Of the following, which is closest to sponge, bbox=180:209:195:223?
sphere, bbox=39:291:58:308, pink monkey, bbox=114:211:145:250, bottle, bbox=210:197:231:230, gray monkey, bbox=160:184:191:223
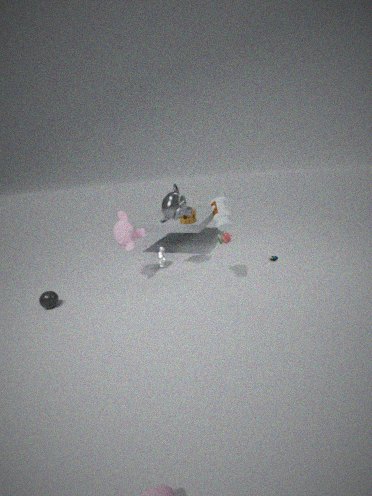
gray monkey, bbox=160:184:191:223
